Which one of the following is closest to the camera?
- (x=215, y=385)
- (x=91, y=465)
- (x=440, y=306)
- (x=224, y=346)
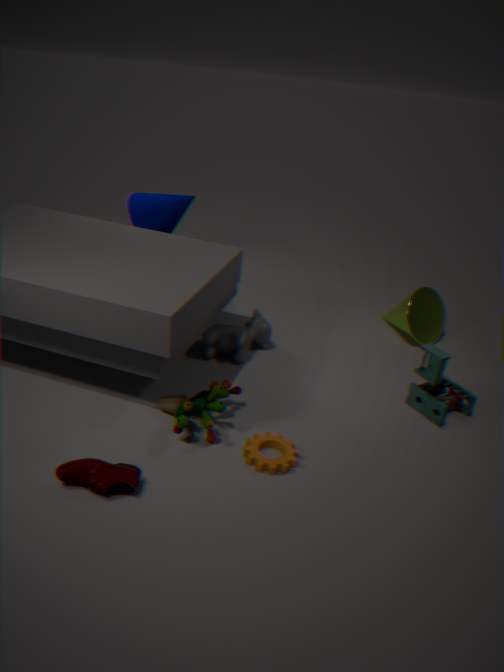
(x=91, y=465)
